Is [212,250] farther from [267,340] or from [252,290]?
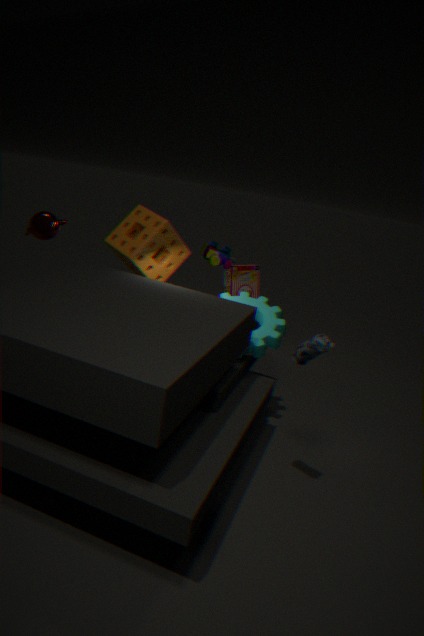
[267,340]
